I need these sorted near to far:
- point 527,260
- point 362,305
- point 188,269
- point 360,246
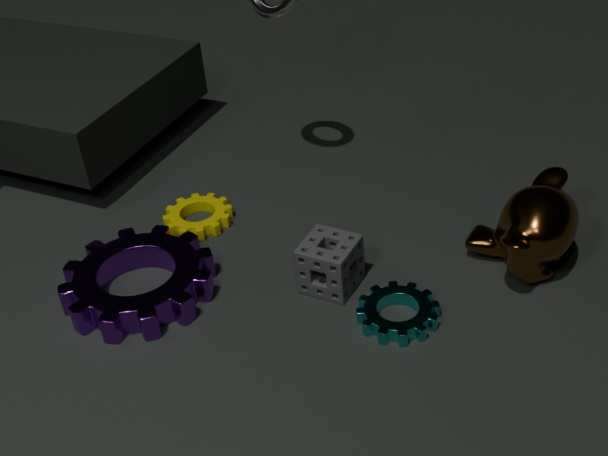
point 527,260 → point 362,305 → point 360,246 → point 188,269
